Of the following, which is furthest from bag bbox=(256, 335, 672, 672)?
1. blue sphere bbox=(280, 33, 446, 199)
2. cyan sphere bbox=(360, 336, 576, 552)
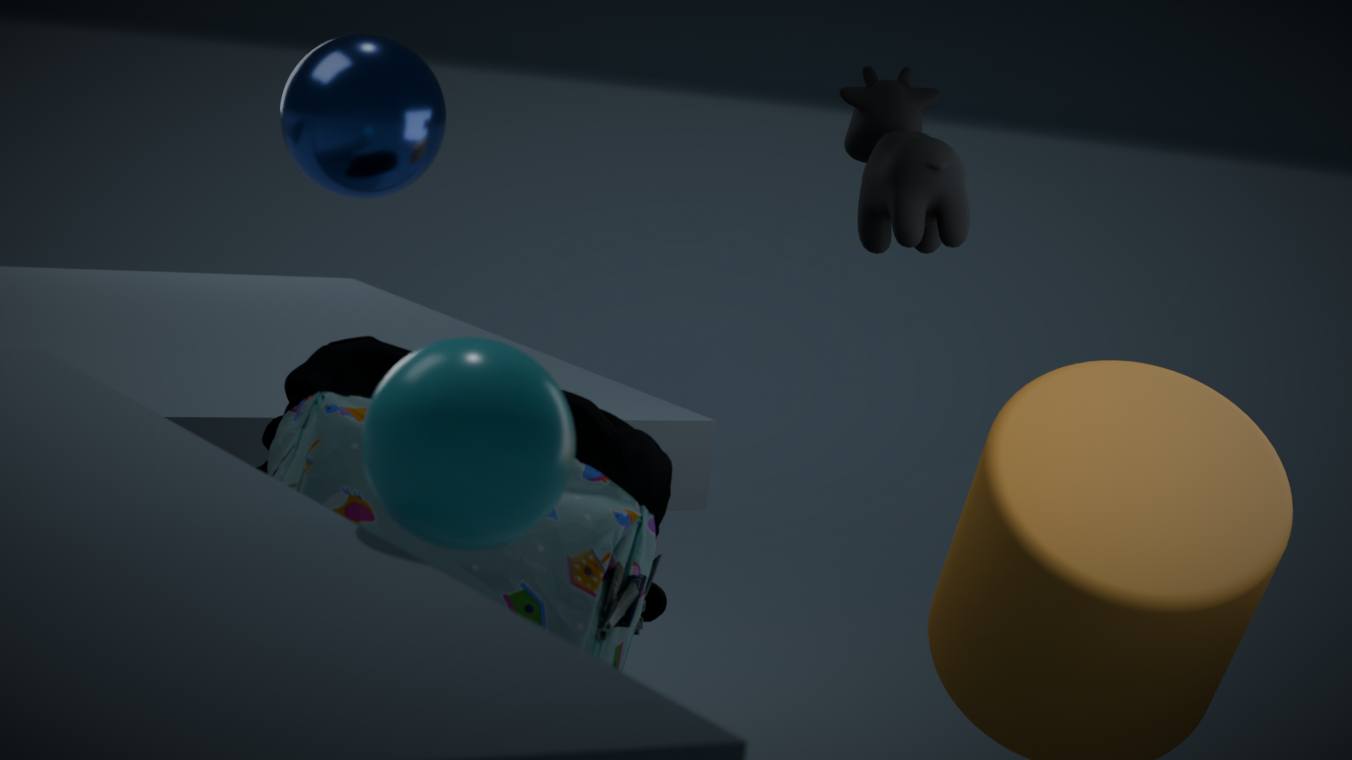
cyan sphere bbox=(360, 336, 576, 552)
